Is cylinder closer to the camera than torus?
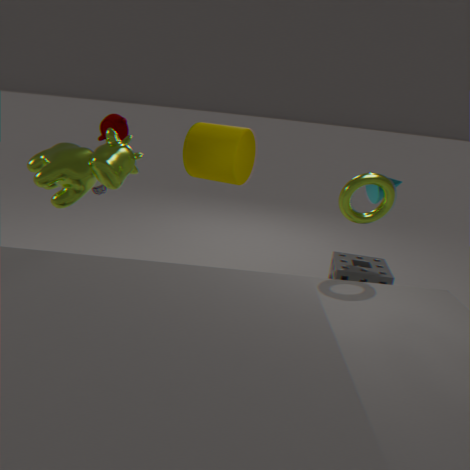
No
